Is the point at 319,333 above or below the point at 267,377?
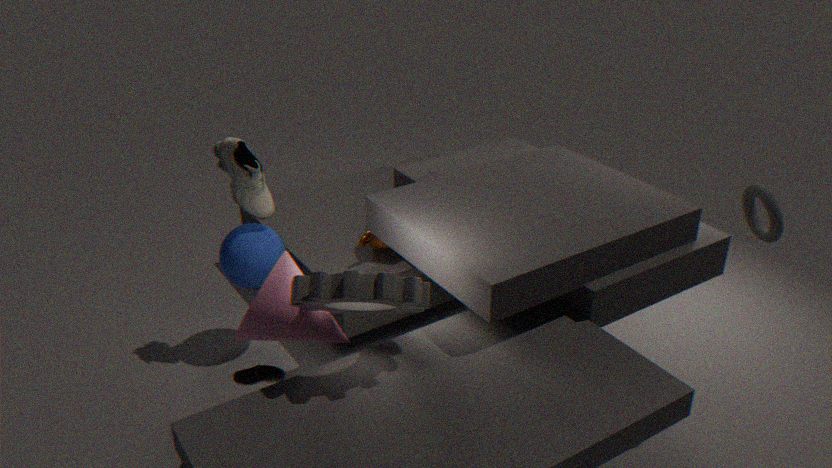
above
